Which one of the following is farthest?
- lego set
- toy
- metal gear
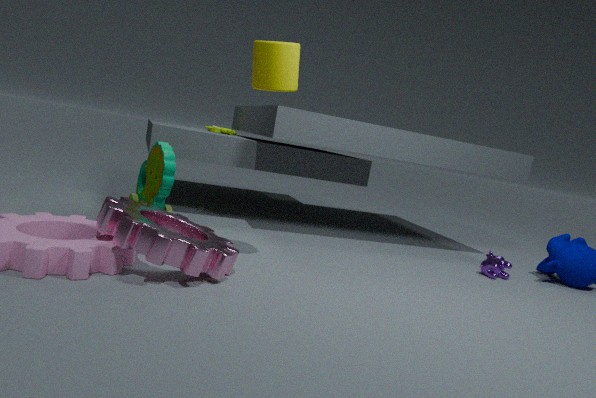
lego set
